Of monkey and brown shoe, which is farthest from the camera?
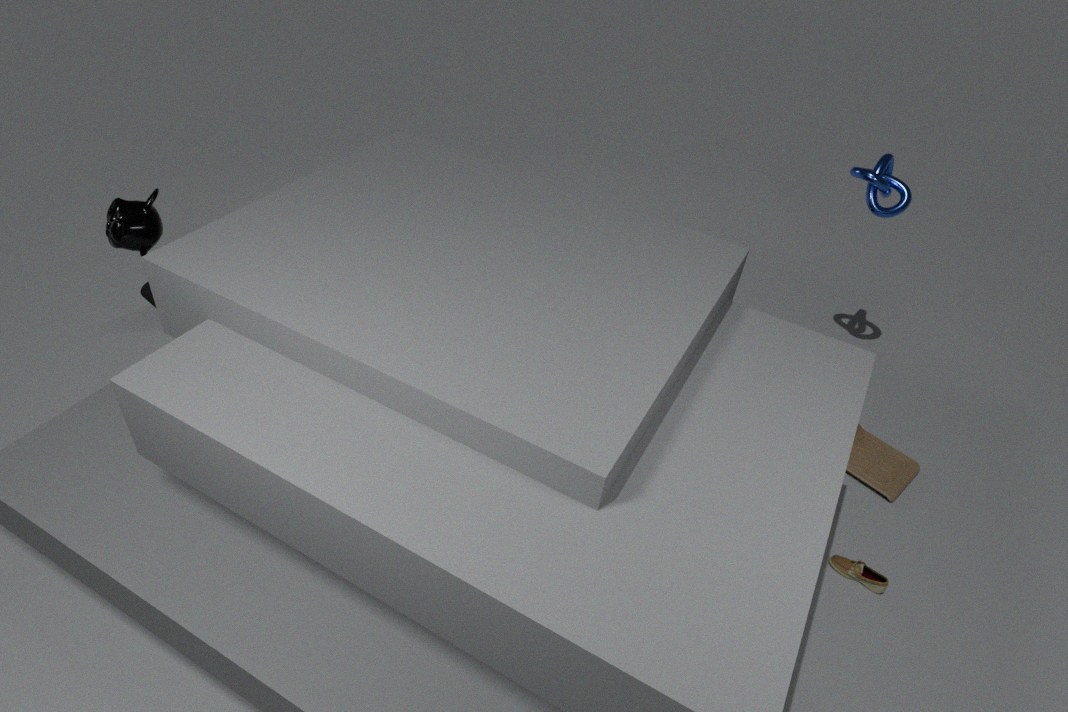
brown shoe
